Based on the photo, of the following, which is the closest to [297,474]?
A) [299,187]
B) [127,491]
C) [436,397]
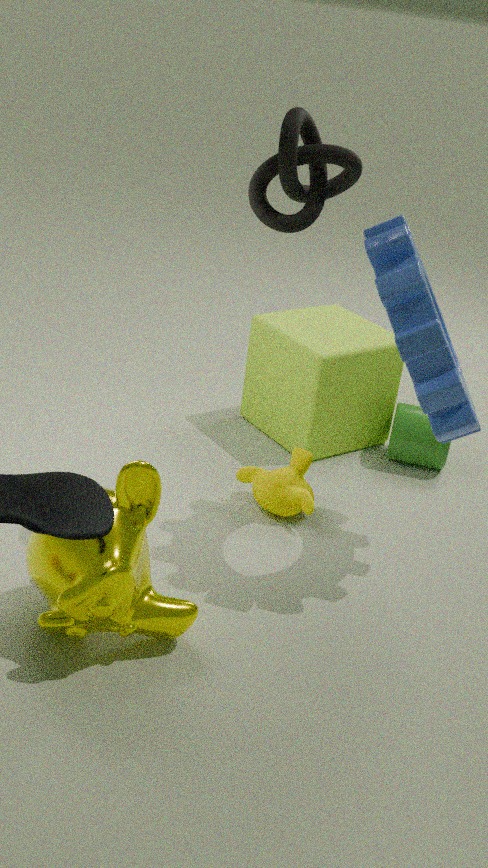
[436,397]
